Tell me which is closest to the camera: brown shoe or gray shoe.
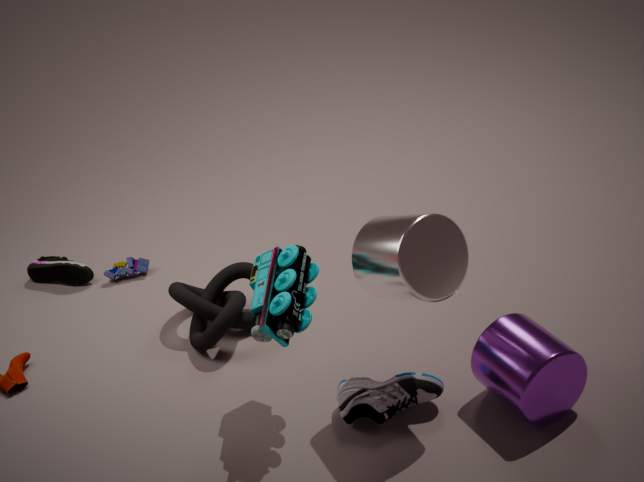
gray shoe
